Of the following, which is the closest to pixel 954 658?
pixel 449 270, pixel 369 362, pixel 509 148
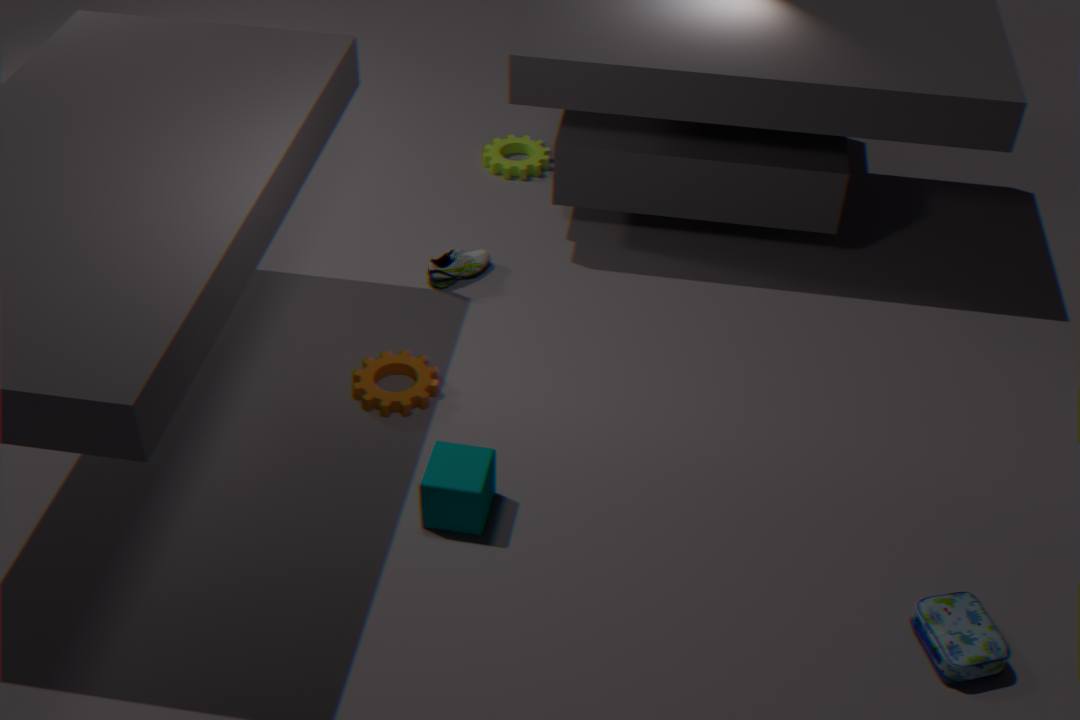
pixel 369 362
